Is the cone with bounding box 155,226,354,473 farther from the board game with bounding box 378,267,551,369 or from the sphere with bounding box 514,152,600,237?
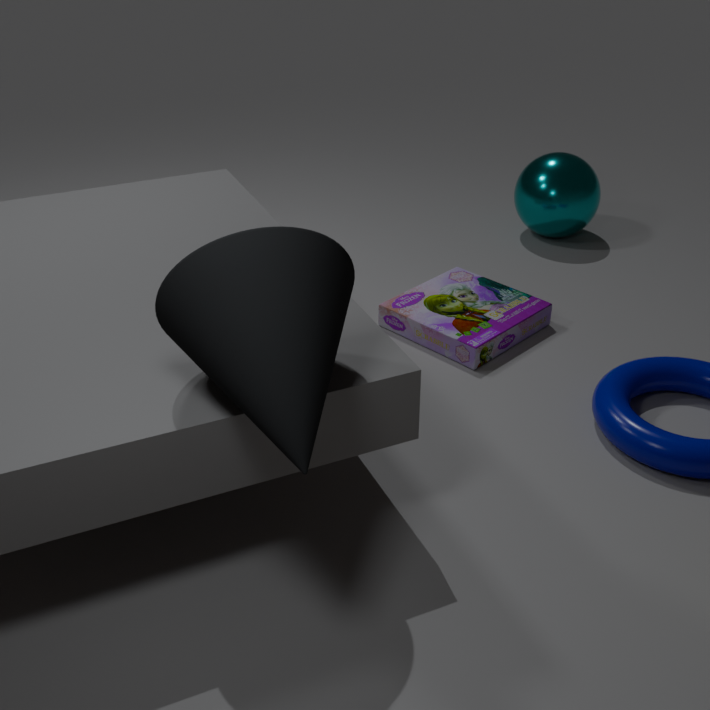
the sphere with bounding box 514,152,600,237
